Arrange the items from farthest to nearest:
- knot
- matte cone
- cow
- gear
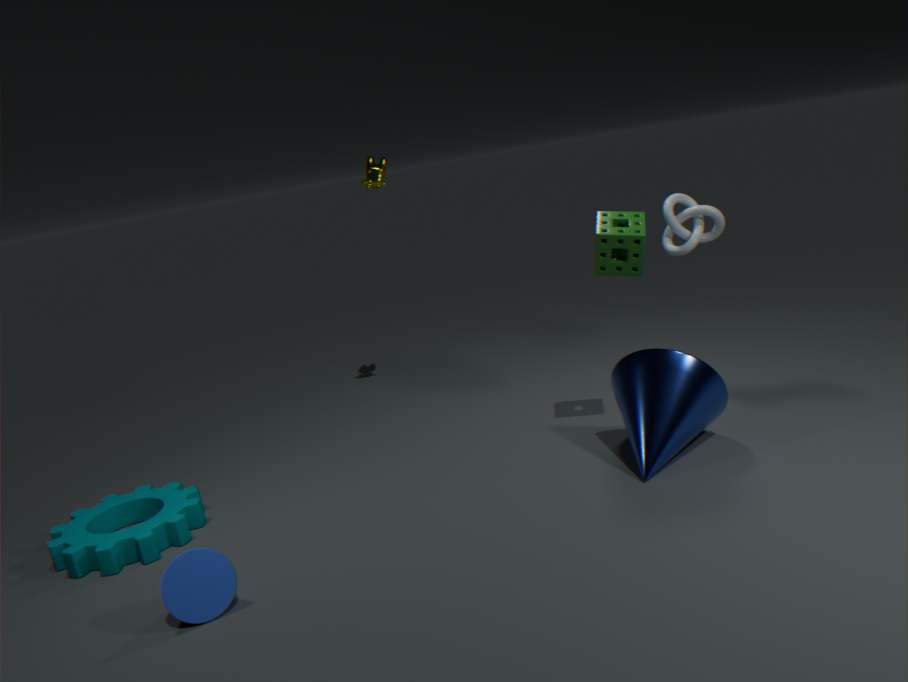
cow < knot < gear < matte cone
